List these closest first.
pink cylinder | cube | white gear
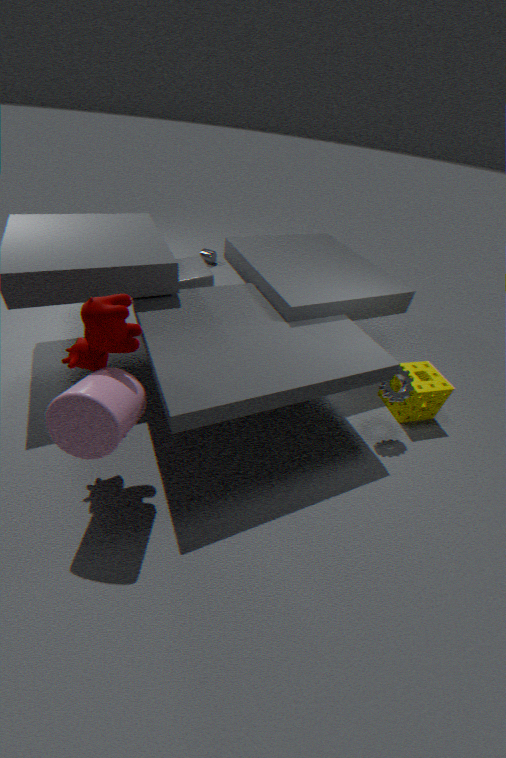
1. pink cylinder
2. white gear
3. cube
